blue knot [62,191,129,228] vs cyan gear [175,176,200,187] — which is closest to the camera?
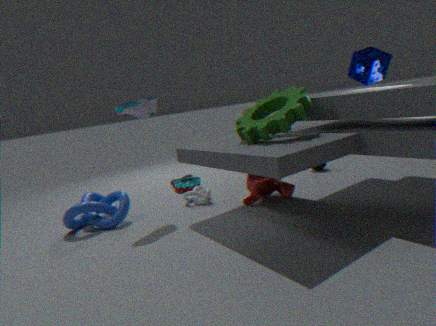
blue knot [62,191,129,228]
